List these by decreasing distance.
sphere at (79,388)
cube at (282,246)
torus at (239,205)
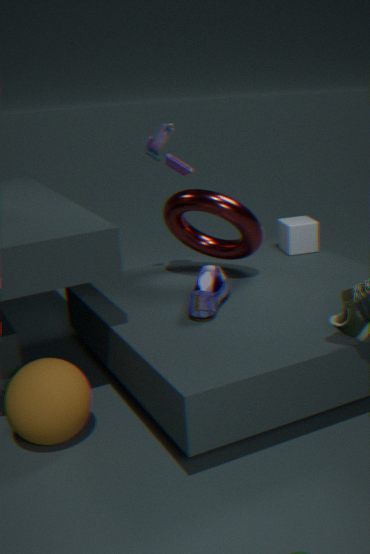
cube at (282,246), torus at (239,205), sphere at (79,388)
